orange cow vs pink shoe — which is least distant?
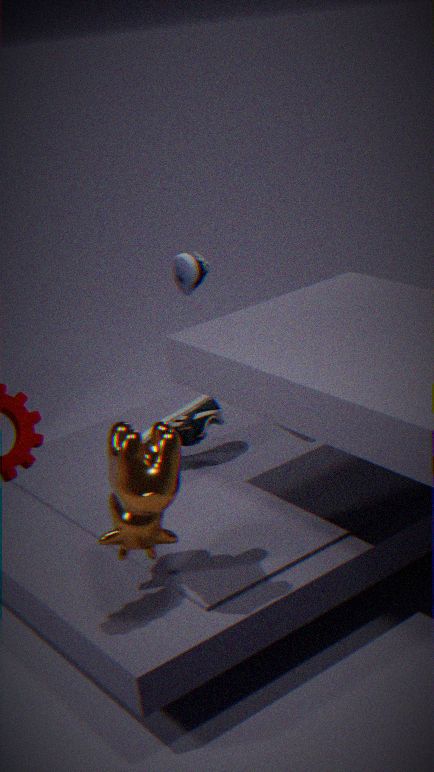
orange cow
